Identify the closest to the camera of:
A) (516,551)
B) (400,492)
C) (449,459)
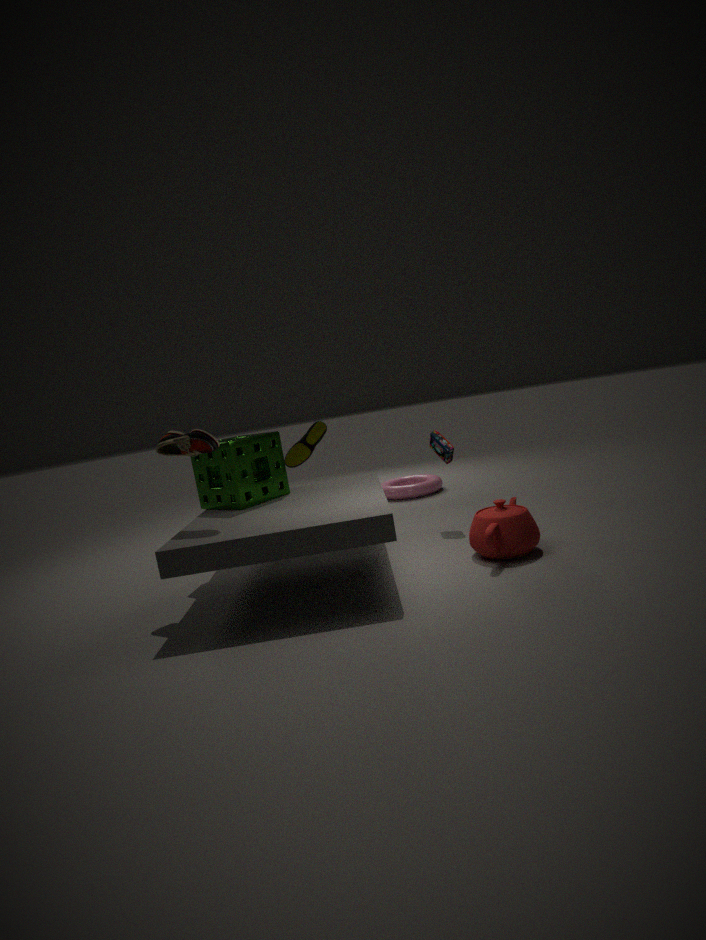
(516,551)
